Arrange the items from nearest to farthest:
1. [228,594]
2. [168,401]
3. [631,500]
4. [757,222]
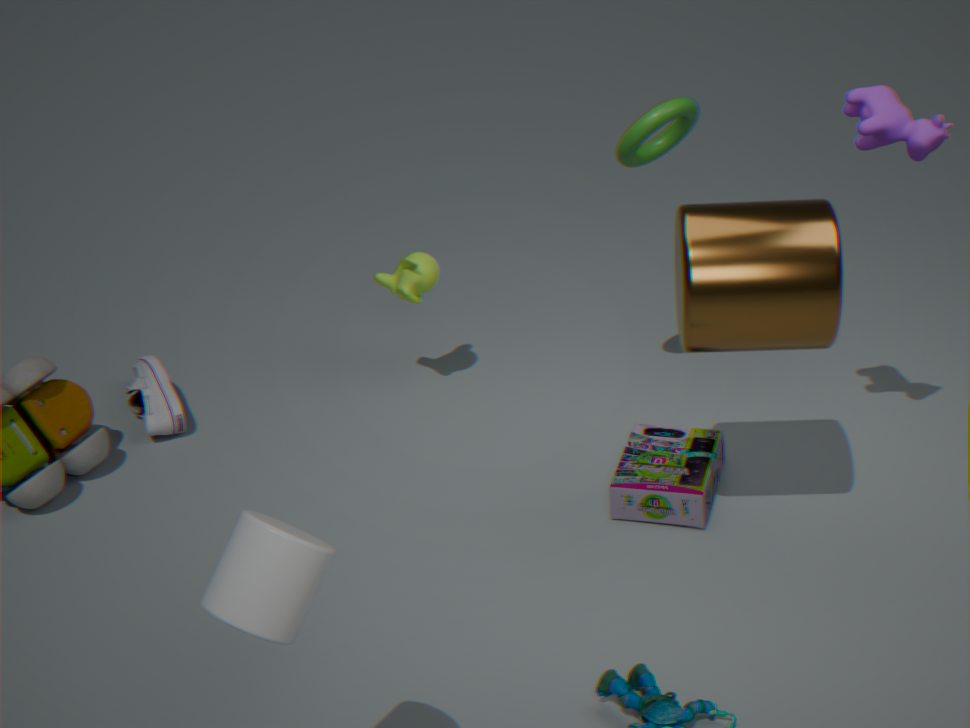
[228,594] < [757,222] < [631,500] < [168,401]
